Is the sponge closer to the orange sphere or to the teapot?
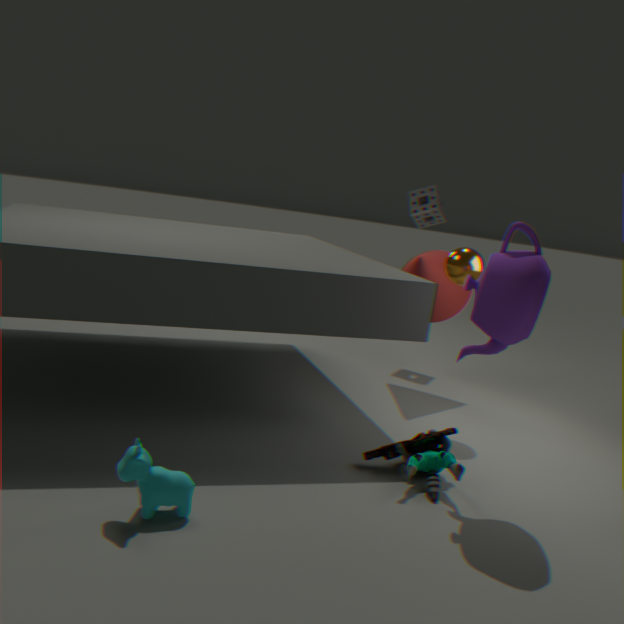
the orange sphere
